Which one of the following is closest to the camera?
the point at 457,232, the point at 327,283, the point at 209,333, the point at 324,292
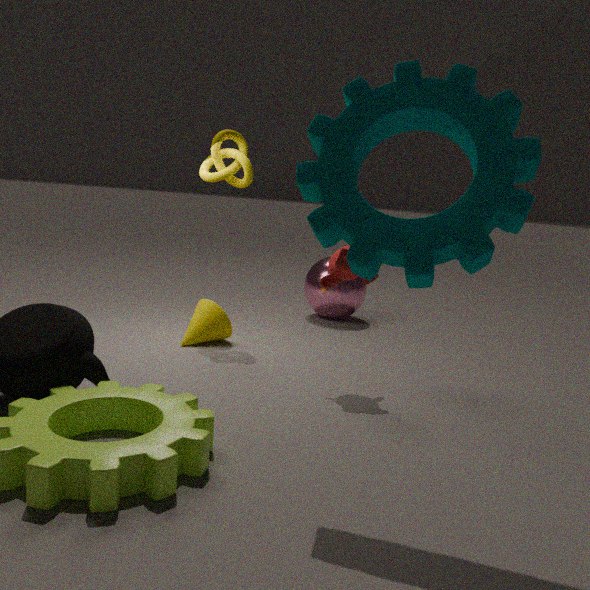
the point at 457,232
